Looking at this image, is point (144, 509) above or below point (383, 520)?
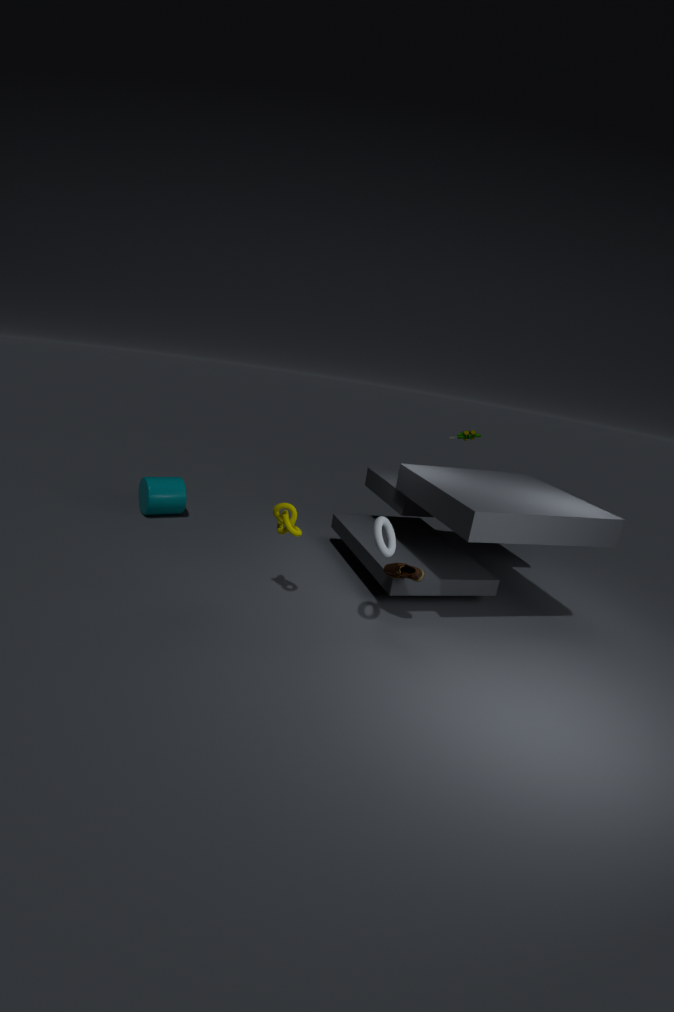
below
